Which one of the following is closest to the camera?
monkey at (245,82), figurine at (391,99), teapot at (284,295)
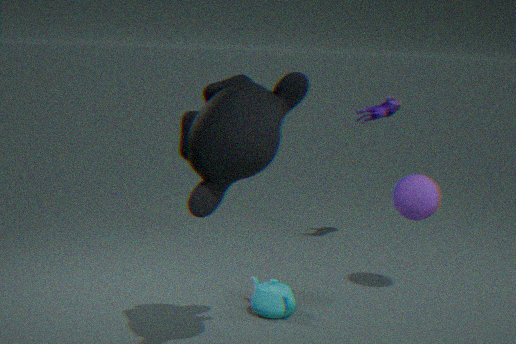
monkey at (245,82)
